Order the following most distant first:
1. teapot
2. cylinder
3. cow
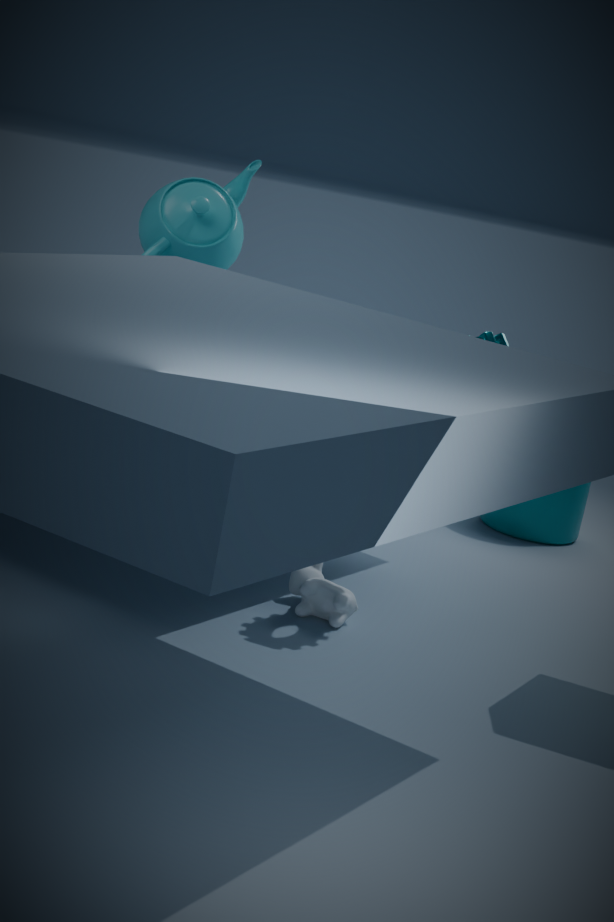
cylinder
teapot
cow
